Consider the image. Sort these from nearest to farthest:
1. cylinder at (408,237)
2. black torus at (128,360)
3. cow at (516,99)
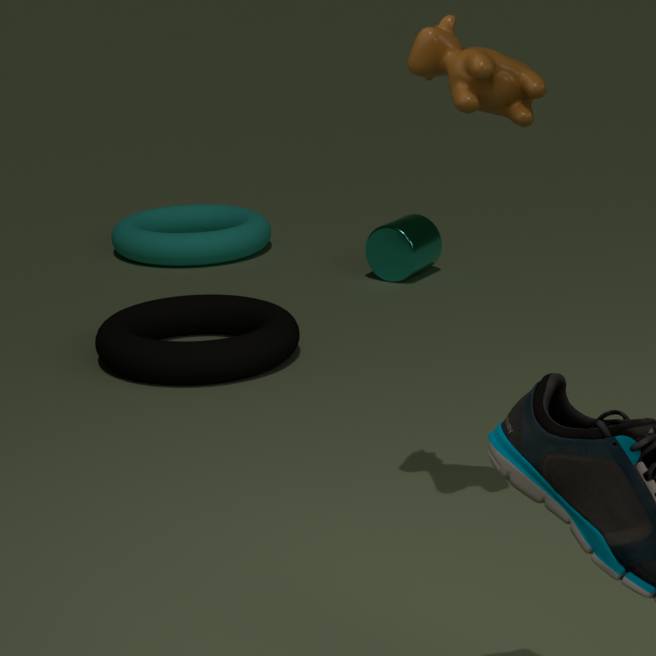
cow at (516,99) < black torus at (128,360) < cylinder at (408,237)
